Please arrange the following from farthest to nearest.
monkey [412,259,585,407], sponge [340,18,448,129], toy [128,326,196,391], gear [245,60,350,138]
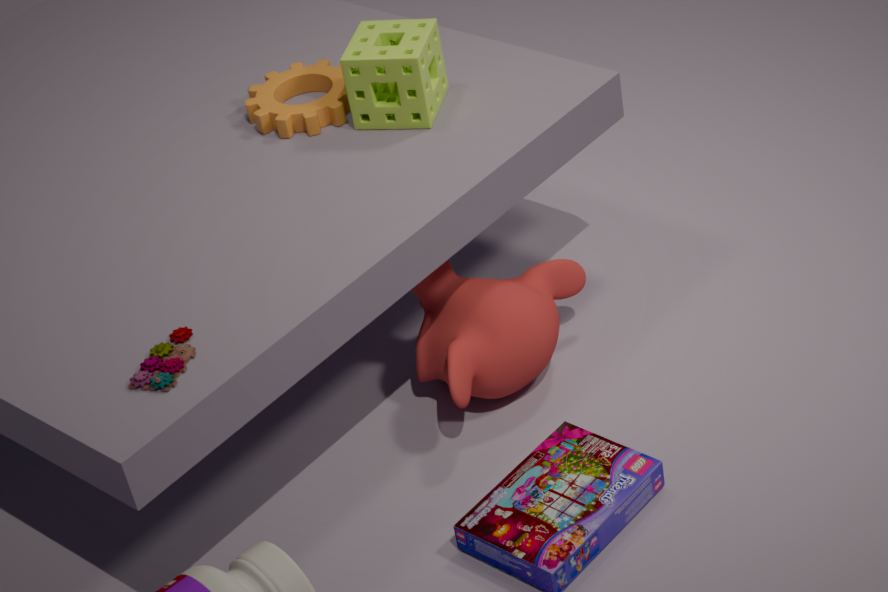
gear [245,60,350,138], sponge [340,18,448,129], monkey [412,259,585,407], toy [128,326,196,391]
